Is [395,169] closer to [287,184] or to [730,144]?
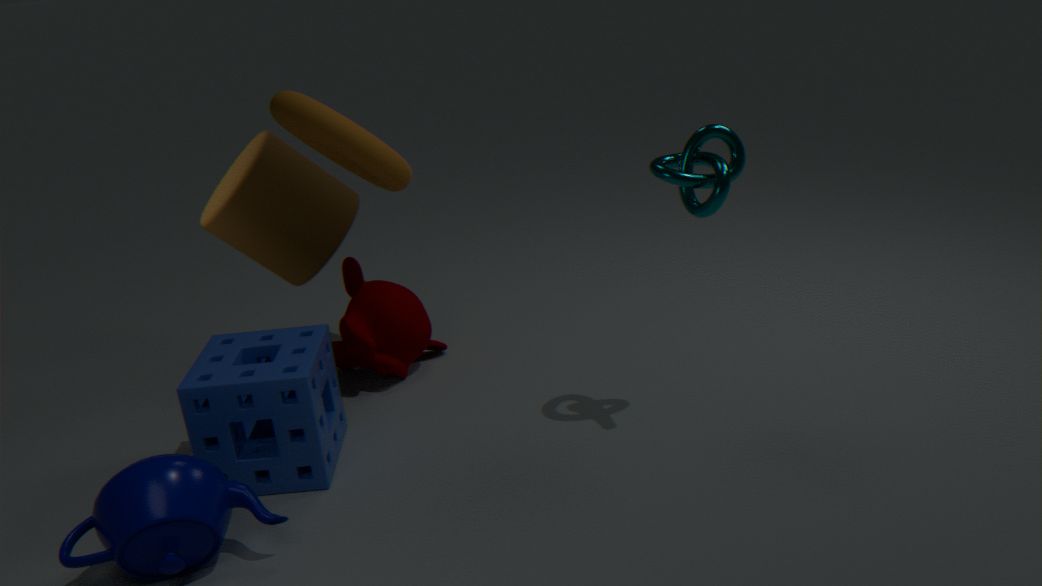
[730,144]
